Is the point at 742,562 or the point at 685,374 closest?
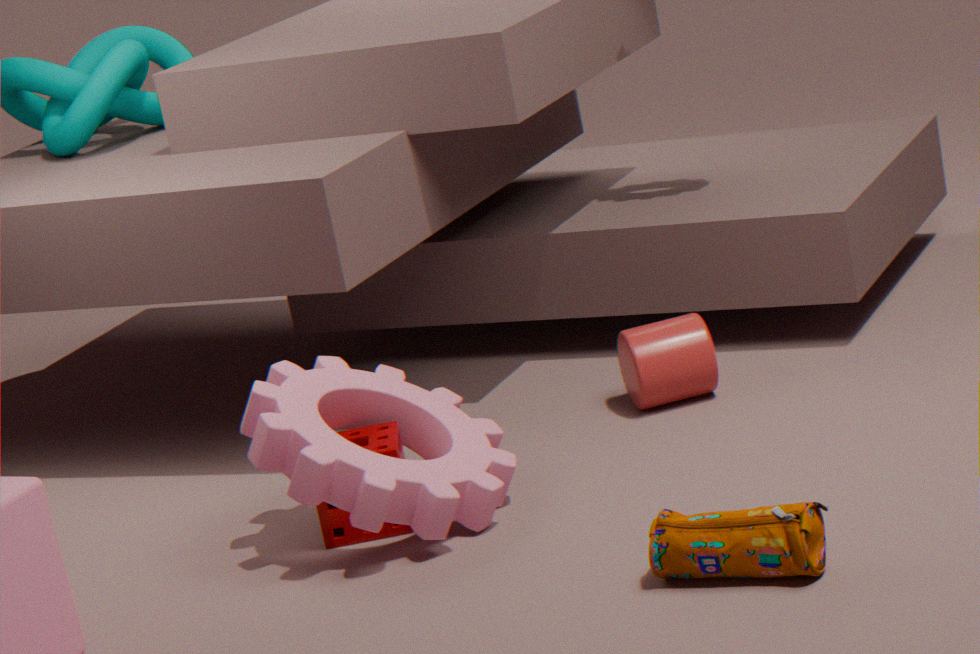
the point at 742,562
